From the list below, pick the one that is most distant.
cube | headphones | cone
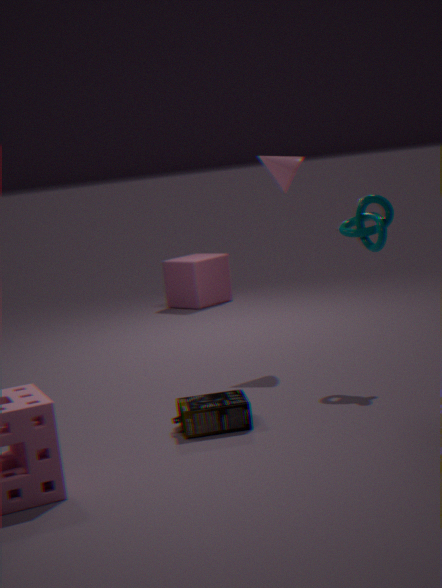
cube
